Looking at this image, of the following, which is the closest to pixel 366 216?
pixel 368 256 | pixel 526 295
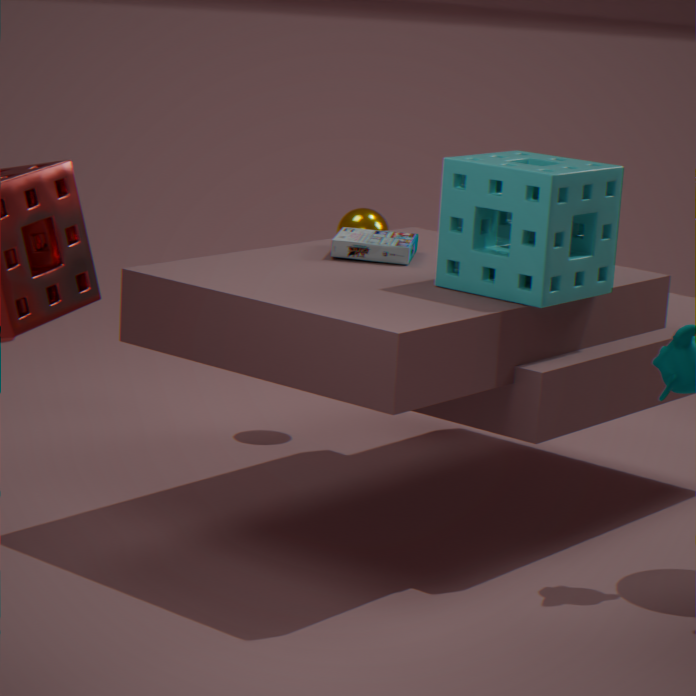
pixel 368 256
